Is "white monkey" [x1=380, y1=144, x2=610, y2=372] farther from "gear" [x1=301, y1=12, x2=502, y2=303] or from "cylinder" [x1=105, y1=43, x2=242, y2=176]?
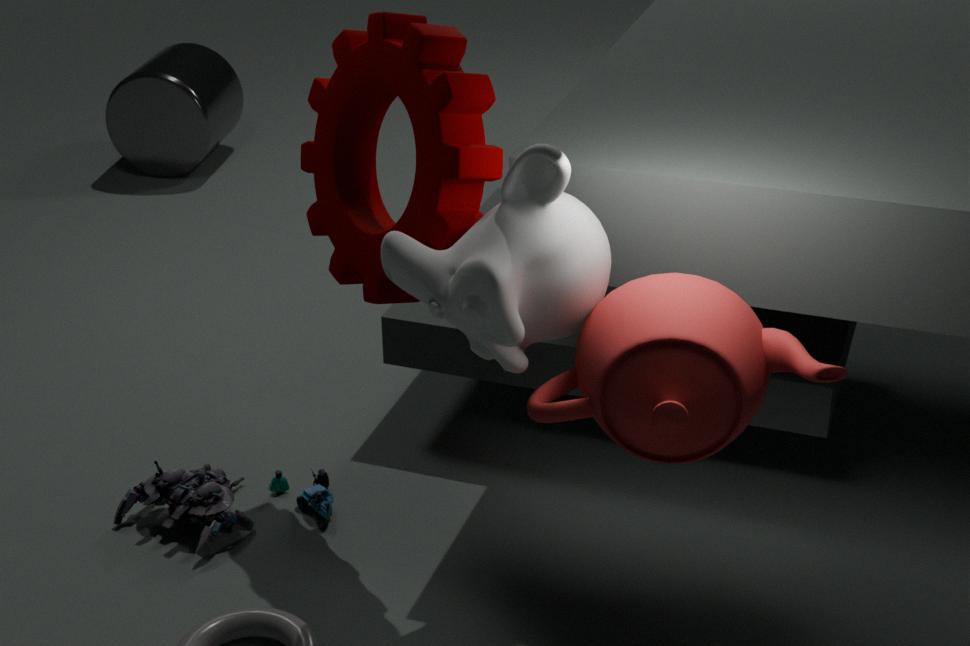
"cylinder" [x1=105, y1=43, x2=242, y2=176]
